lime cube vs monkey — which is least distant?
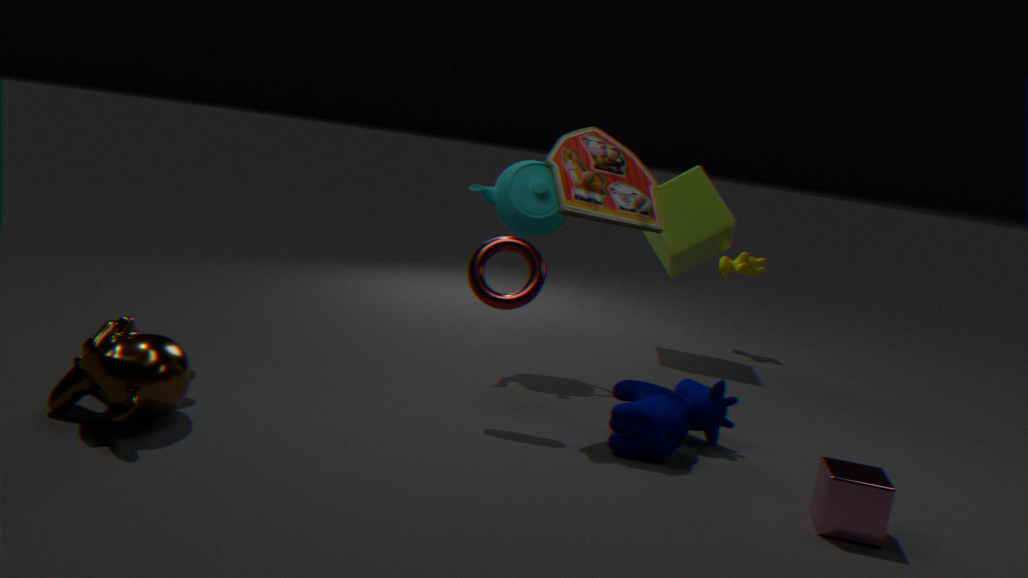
monkey
